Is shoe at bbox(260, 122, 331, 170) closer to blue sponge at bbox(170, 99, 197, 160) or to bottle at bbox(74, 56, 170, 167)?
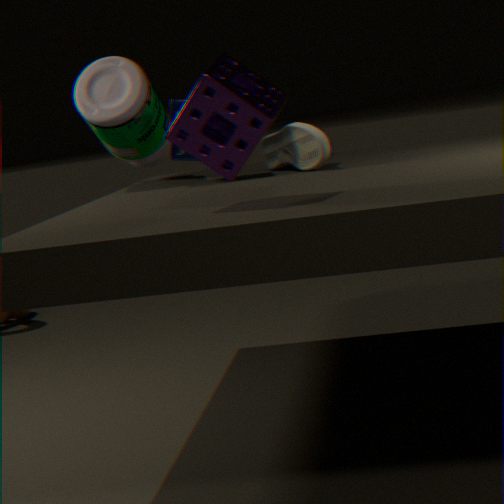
blue sponge at bbox(170, 99, 197, 160)
